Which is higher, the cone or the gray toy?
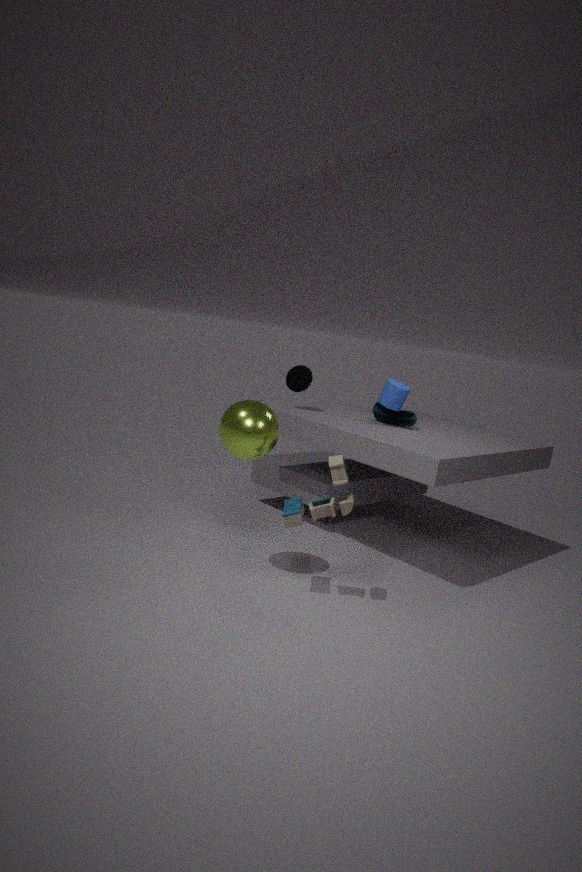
the cone
